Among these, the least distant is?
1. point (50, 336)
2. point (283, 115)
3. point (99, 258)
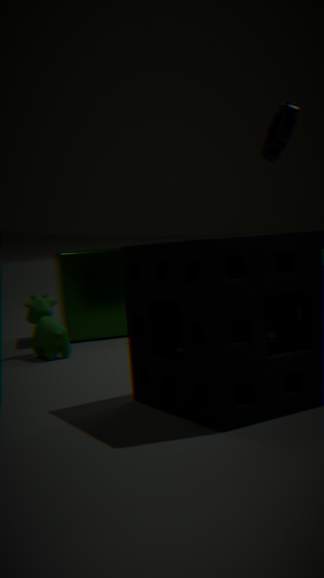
point (50, 336)
